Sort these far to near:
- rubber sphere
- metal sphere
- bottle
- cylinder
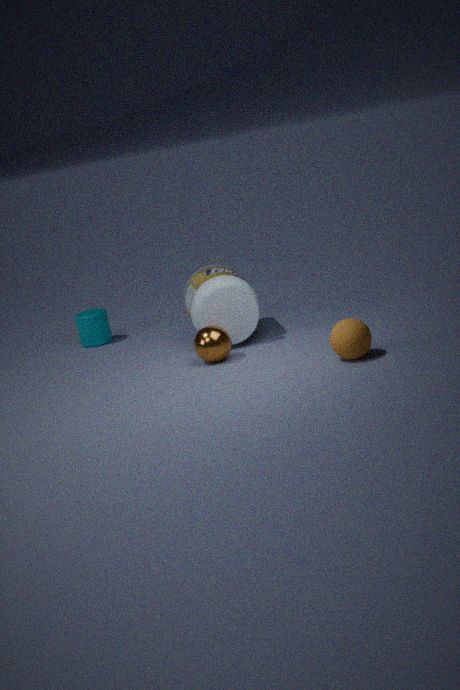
1. cylinder
2. bottle
3. metal sphere
4. rubber sphere
